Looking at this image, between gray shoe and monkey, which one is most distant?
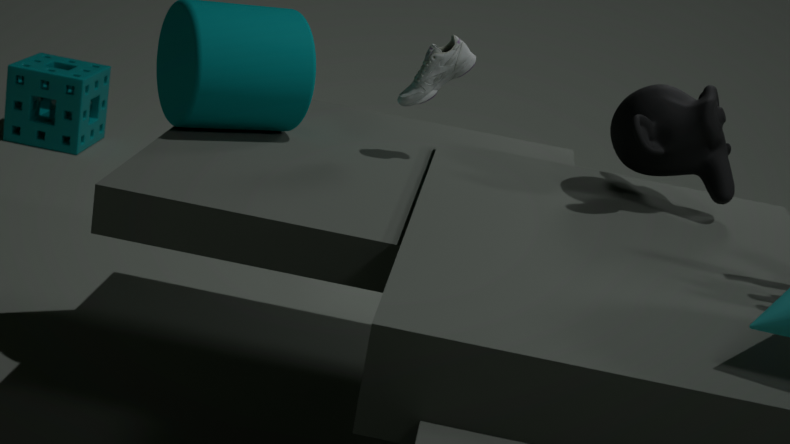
gray shoe
